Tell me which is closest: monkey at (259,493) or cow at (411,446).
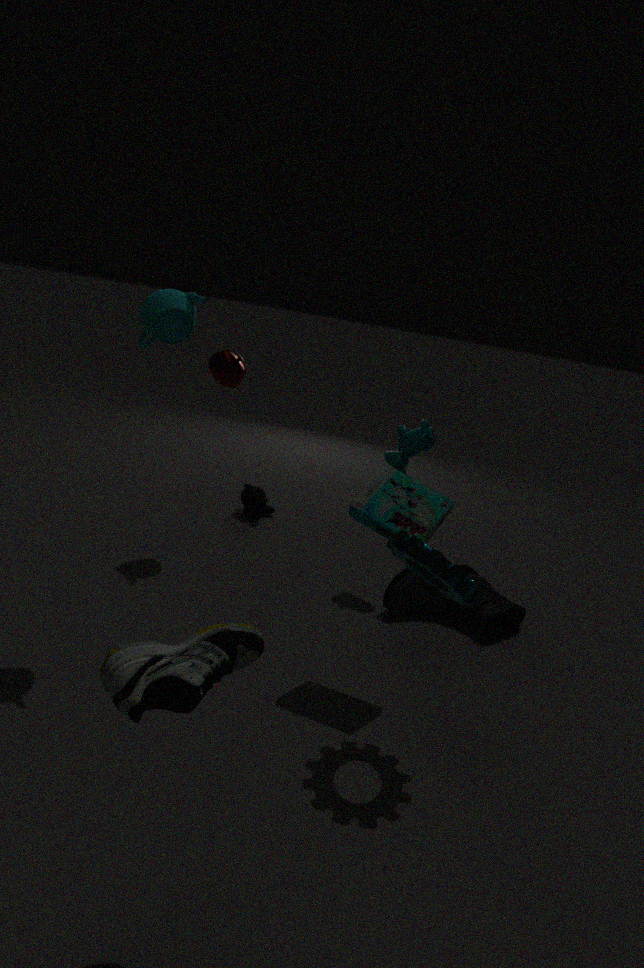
cow at (411,446)
